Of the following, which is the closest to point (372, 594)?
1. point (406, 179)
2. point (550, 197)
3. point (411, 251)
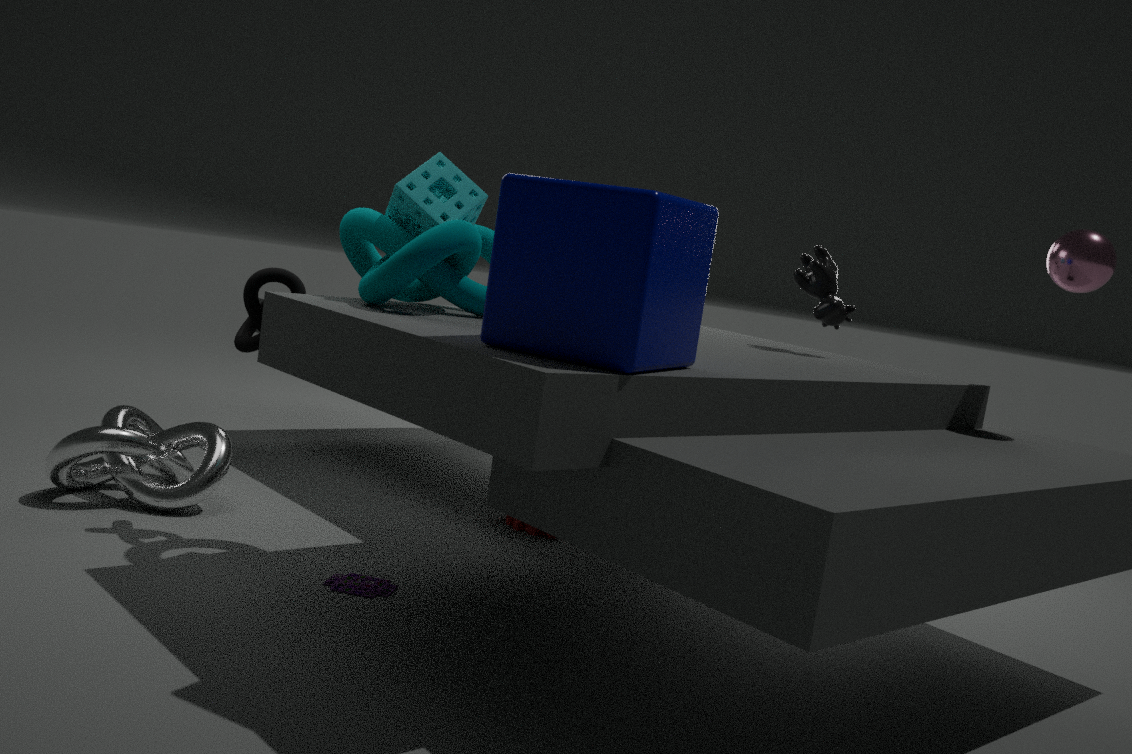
point (411, 251)
